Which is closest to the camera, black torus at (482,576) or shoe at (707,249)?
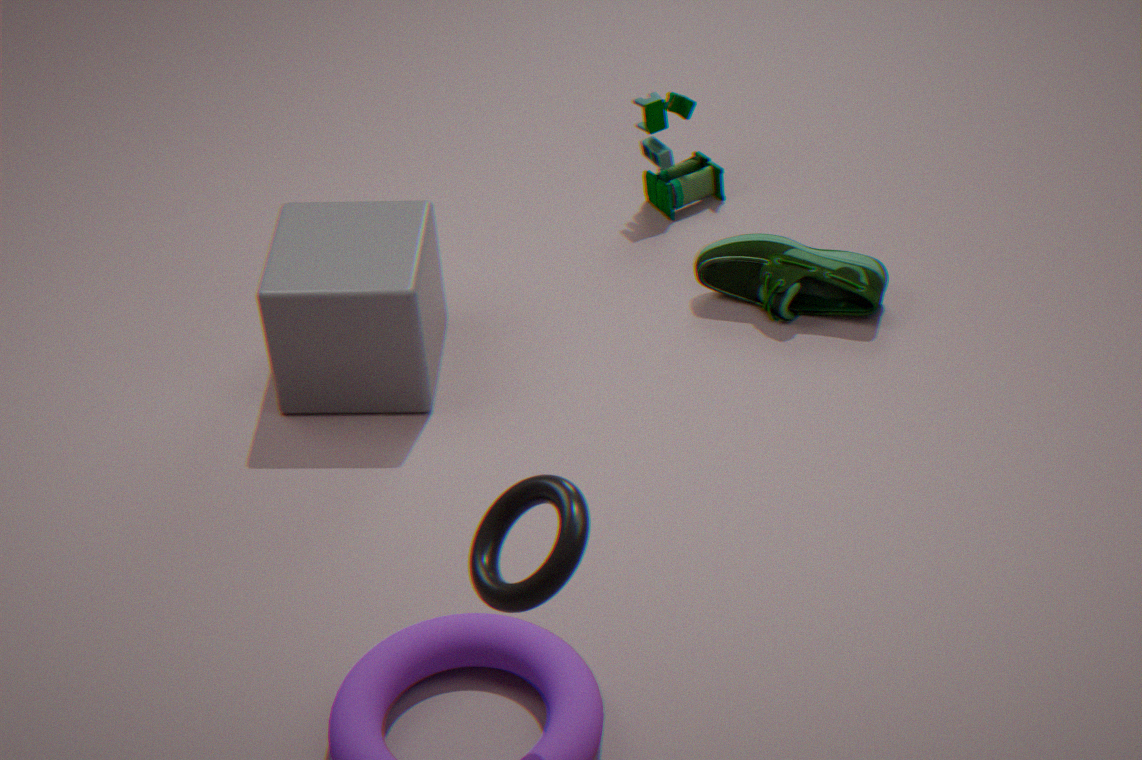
black torus at (482,576)
